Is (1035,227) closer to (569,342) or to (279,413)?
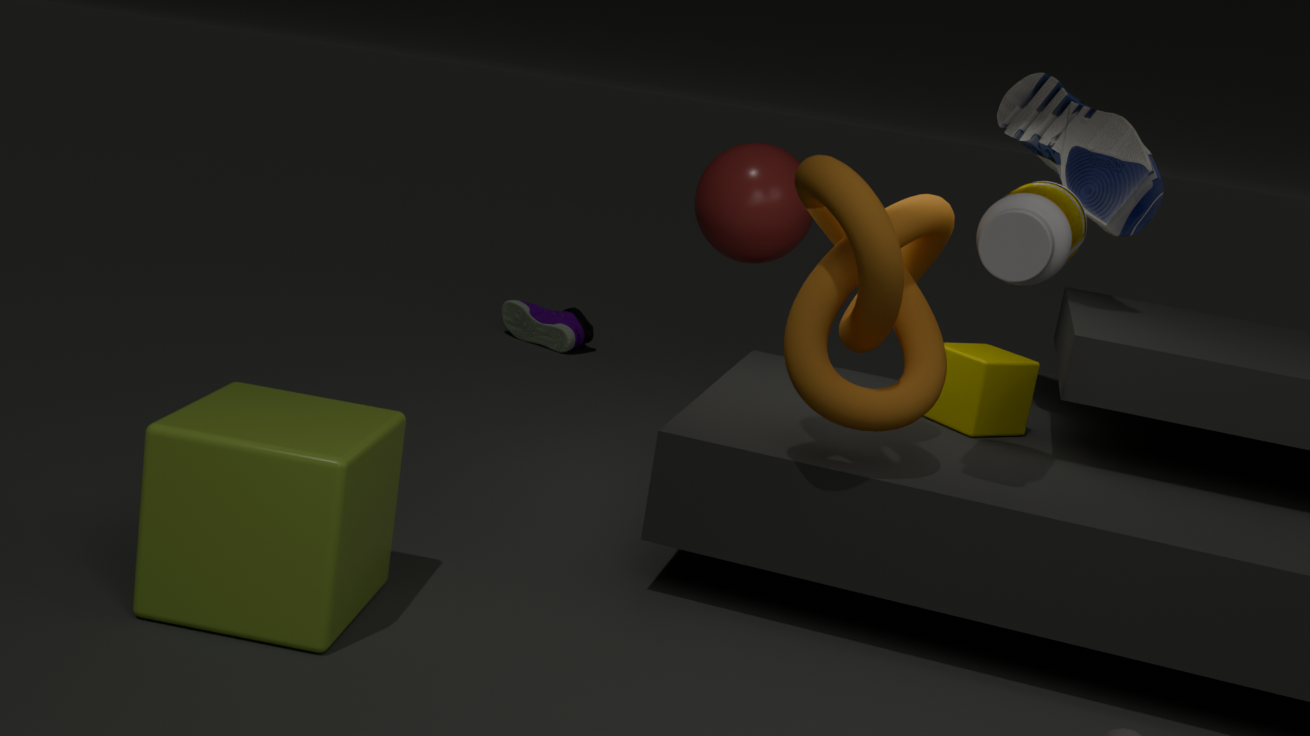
(279,413)
